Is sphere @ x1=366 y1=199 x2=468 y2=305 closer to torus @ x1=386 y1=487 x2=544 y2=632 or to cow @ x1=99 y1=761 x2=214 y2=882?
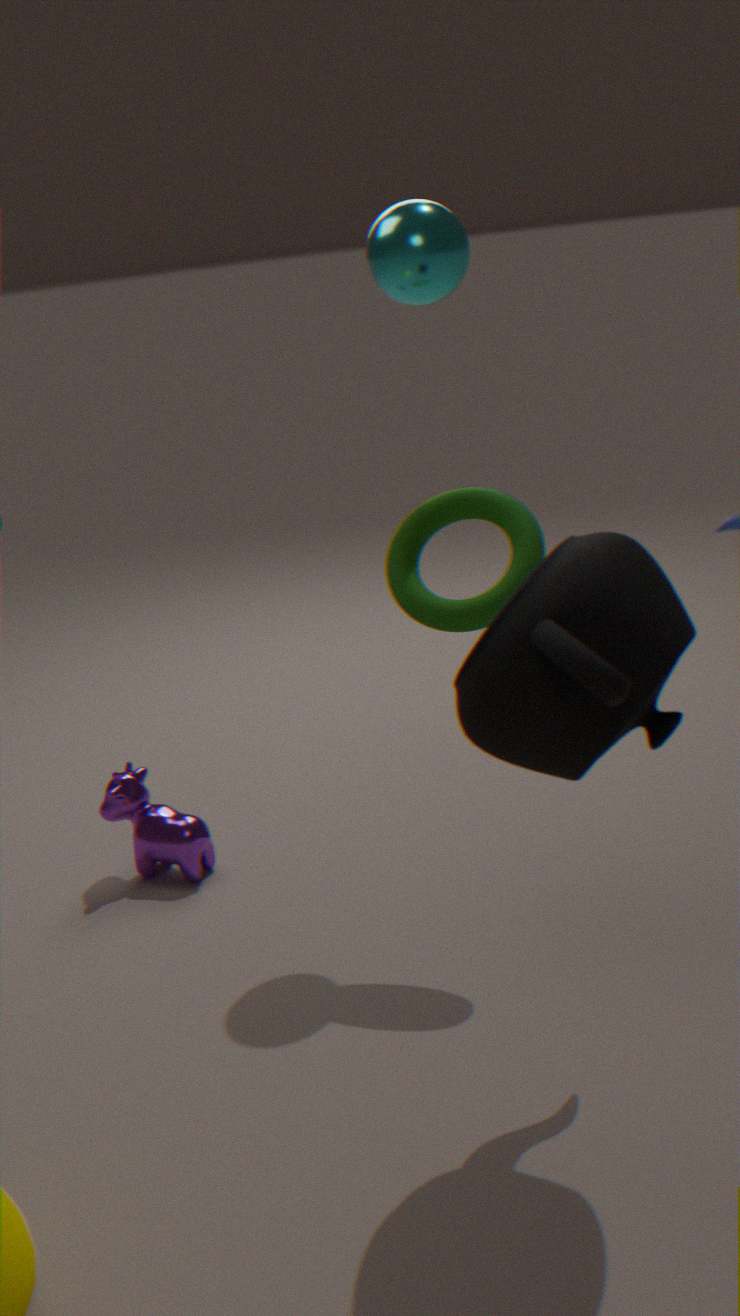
torus @ x1=386 y1=487 x2=544 y2=632
